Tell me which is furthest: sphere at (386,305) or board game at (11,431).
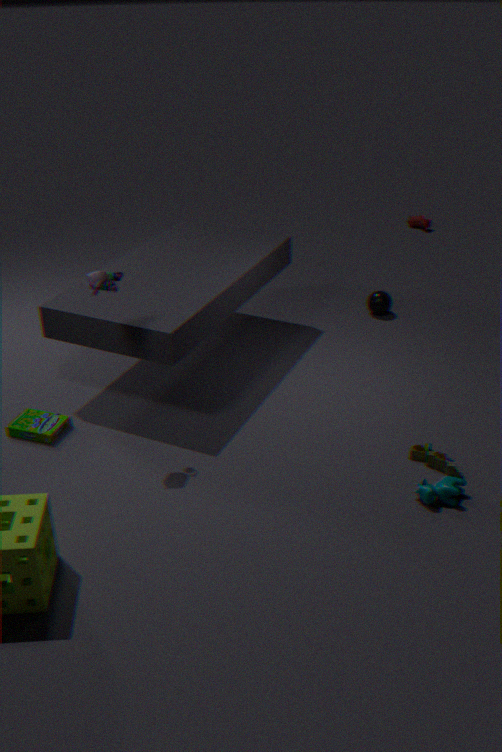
sphere at (386,305)
